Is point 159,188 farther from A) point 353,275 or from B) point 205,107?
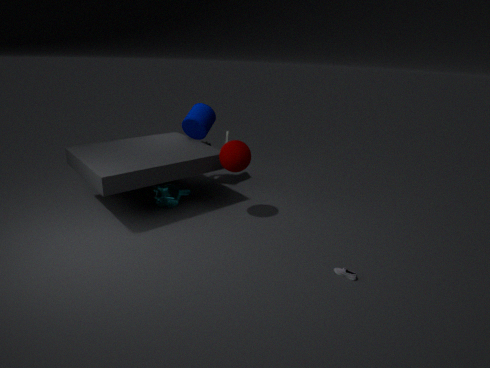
A) point 353,275
